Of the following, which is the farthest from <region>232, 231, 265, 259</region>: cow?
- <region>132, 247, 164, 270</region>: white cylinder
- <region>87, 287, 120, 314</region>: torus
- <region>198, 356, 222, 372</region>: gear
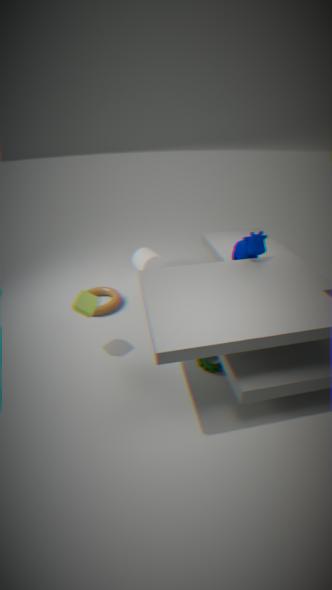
<region>87, 287, 120, 314</region>: torus
